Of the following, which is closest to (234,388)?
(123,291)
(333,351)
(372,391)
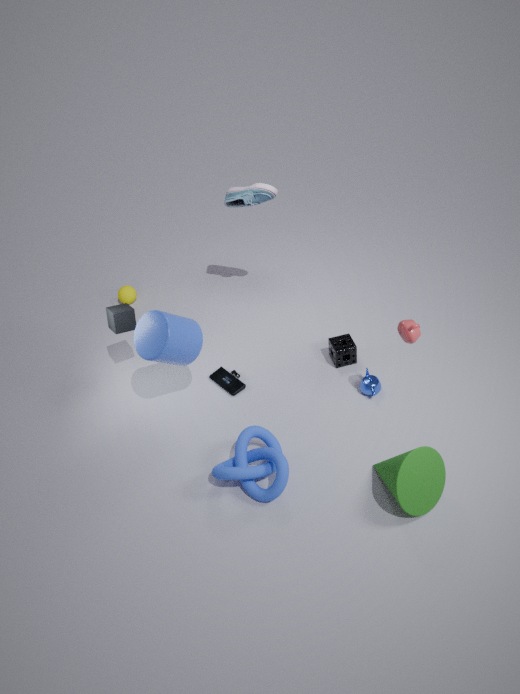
(333,351)
